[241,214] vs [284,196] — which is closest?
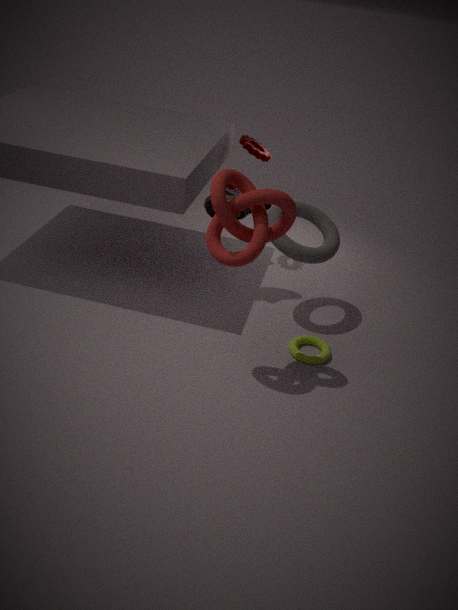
[284,196]
